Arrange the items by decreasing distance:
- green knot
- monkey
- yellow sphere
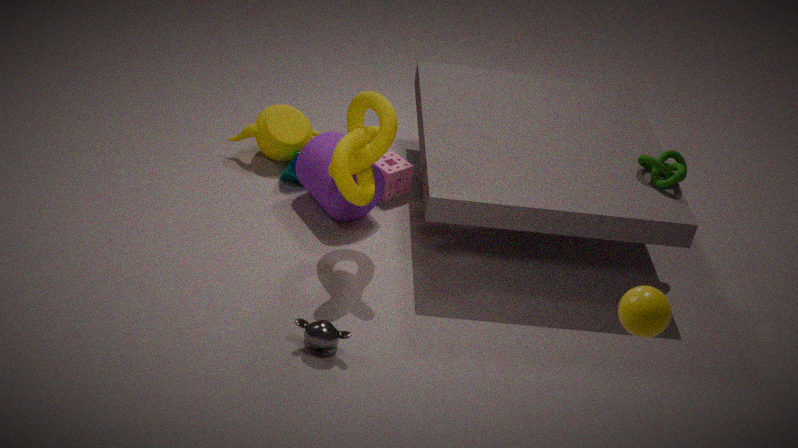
green knot, monkey, yellow sphere
